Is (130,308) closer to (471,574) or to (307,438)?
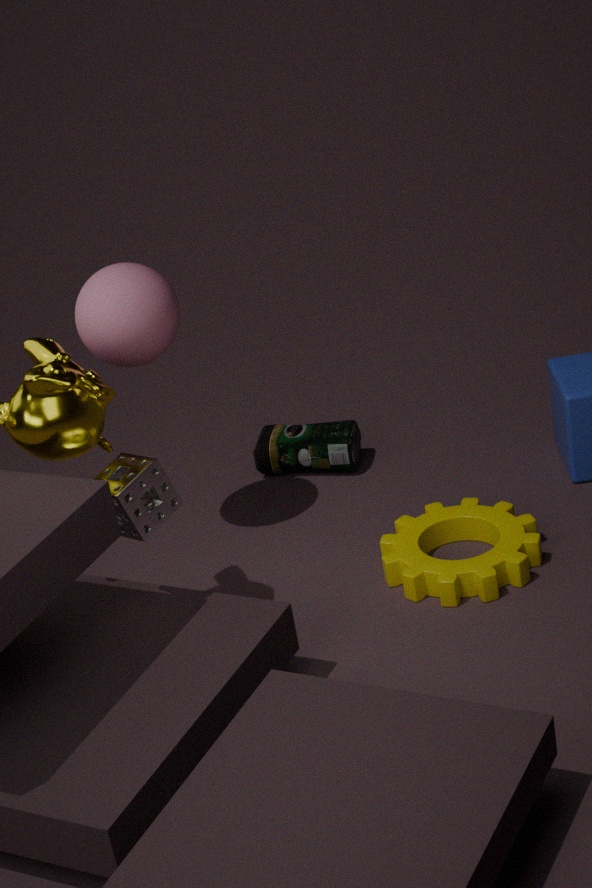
(307,438)
